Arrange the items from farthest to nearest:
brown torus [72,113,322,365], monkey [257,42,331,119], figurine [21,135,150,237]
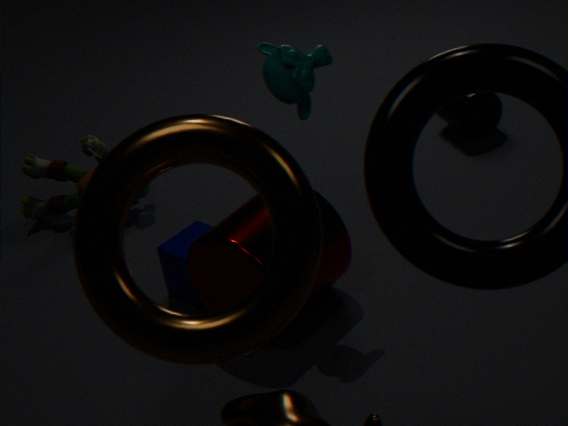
figurine [21,135,150,237], monkey [257,42,331,119], brown torus [72,113,322,365]
